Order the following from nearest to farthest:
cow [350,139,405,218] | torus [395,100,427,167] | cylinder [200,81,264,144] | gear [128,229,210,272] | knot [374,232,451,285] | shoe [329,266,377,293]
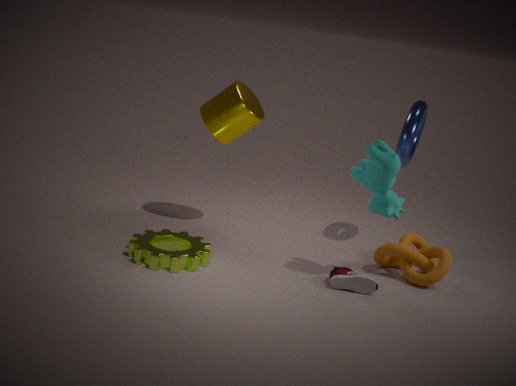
cow [350,139,405,218], gear [128,229,210,272], shoe [329,266,377,293], knot [374,232,451,285], cylinder [200,81,264,144], torus [395,100,427,167]
